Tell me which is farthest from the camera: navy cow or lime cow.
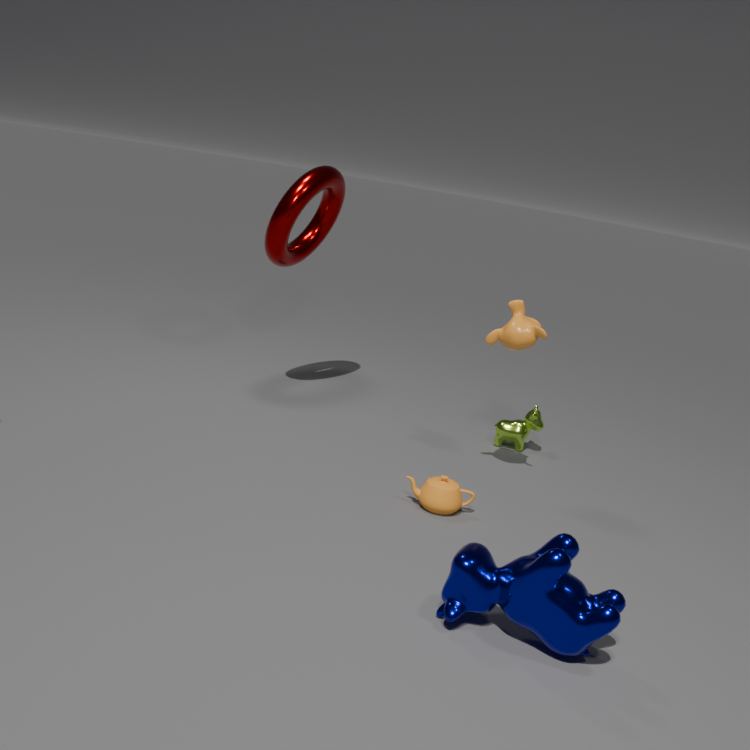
lime cow
